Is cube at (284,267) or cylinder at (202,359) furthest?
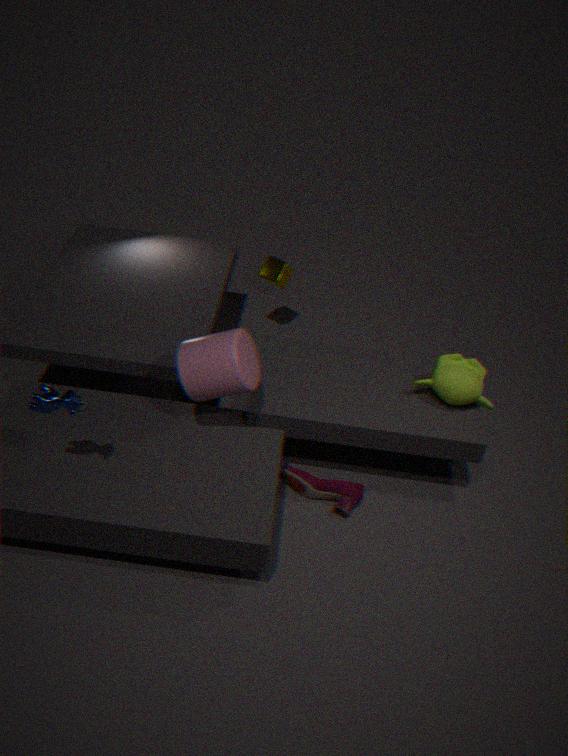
cube at (284,267)
